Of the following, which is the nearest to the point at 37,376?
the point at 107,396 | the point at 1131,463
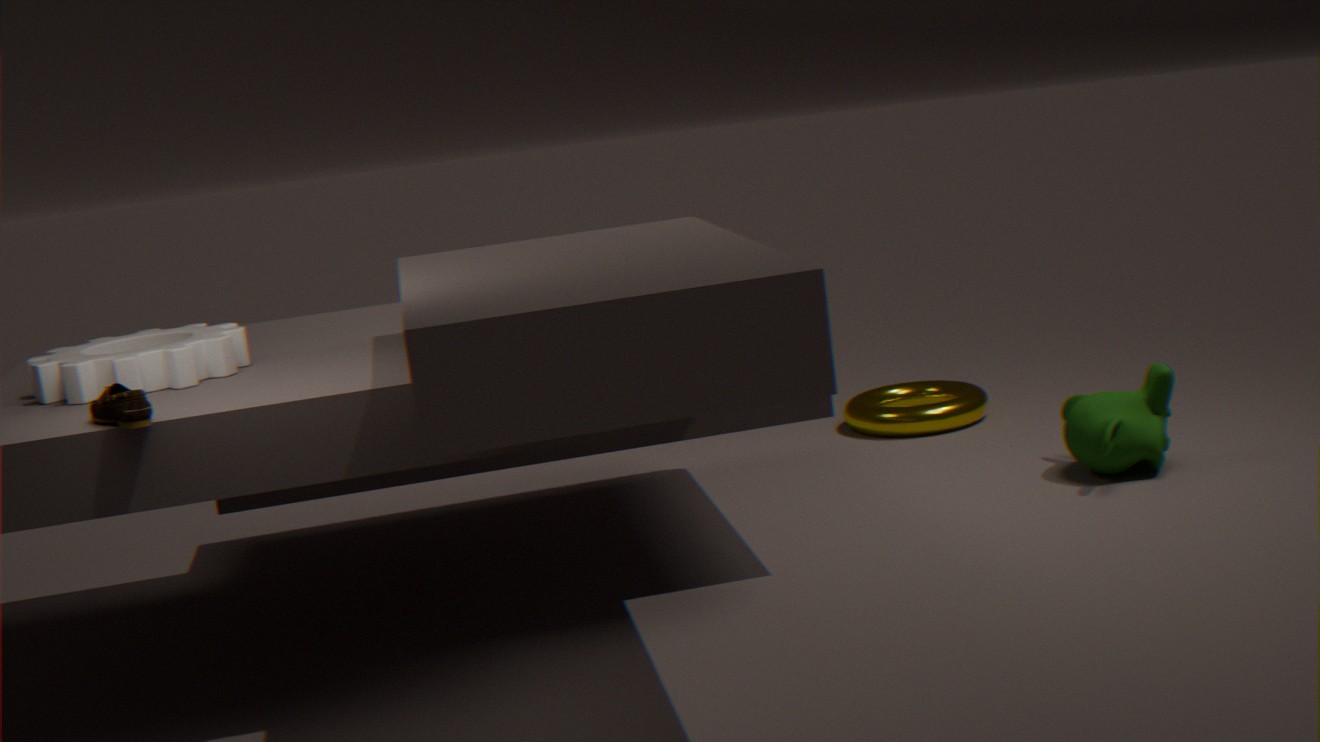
the point at 107,396
